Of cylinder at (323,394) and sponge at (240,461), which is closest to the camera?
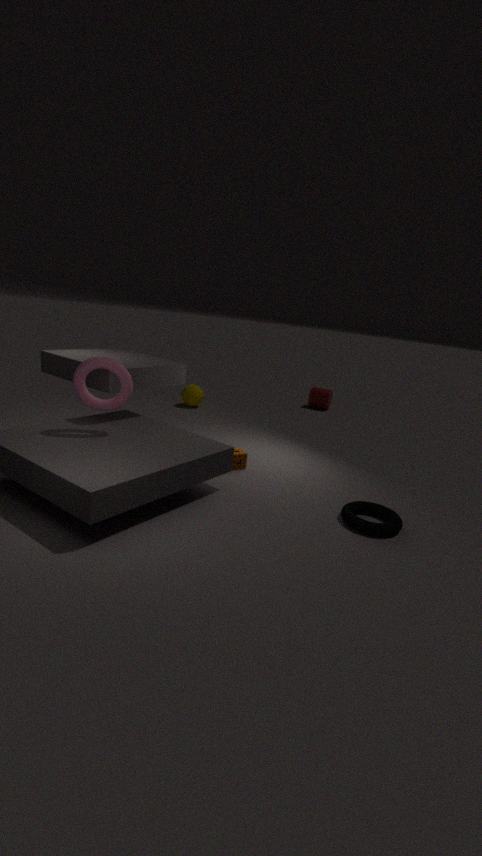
sponge at (240,461)
